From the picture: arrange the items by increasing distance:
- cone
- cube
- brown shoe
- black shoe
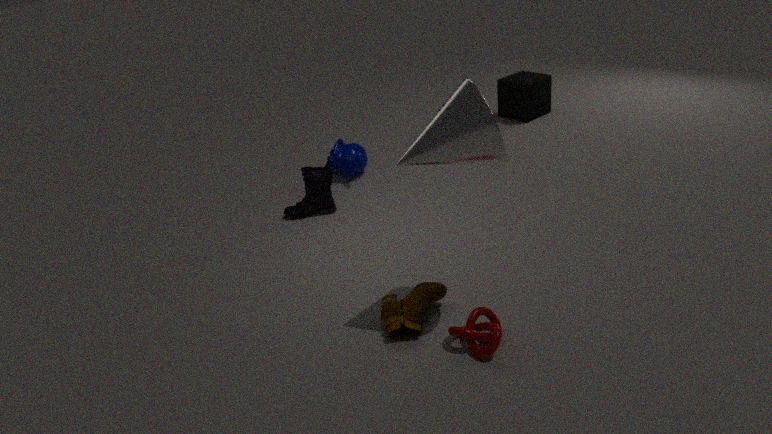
cone
brown shoe
black shoe
cube
